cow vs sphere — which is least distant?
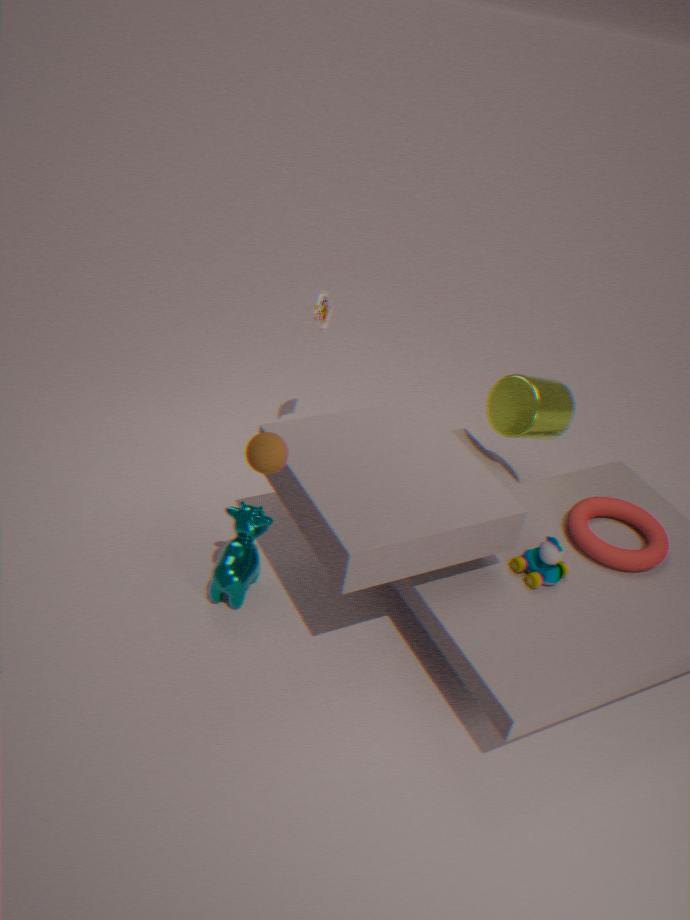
sphere
